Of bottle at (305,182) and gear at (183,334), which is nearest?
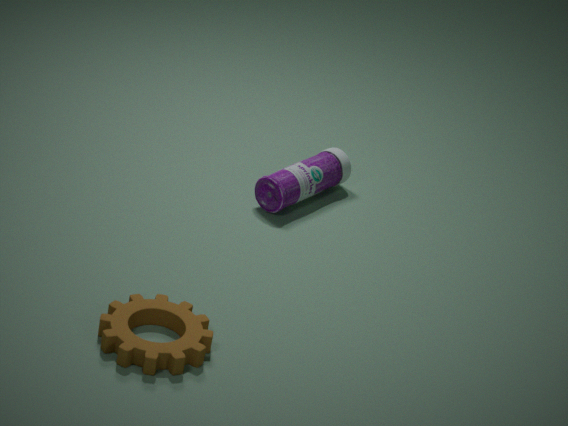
gear at (183,334)
